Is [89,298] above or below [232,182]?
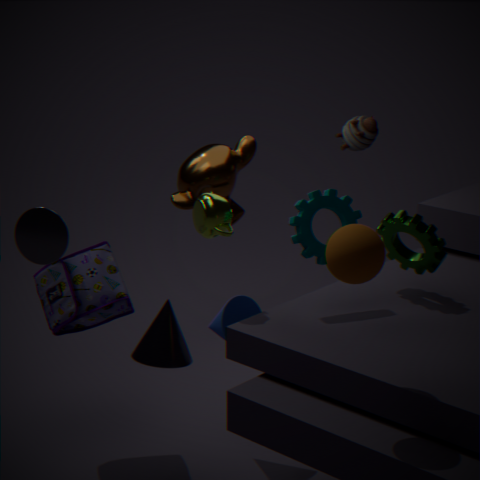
below
